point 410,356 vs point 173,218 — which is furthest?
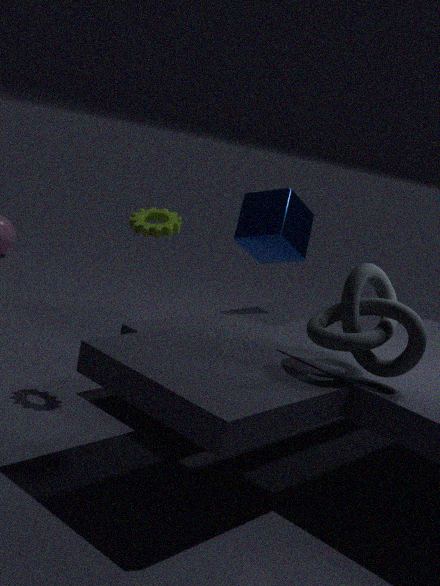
point 173,218
